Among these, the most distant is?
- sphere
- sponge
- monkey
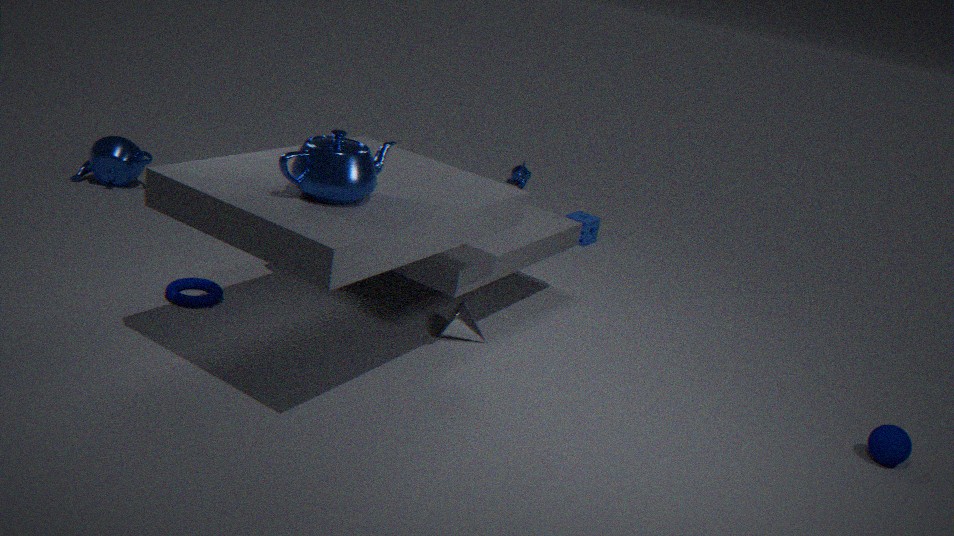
monkey
